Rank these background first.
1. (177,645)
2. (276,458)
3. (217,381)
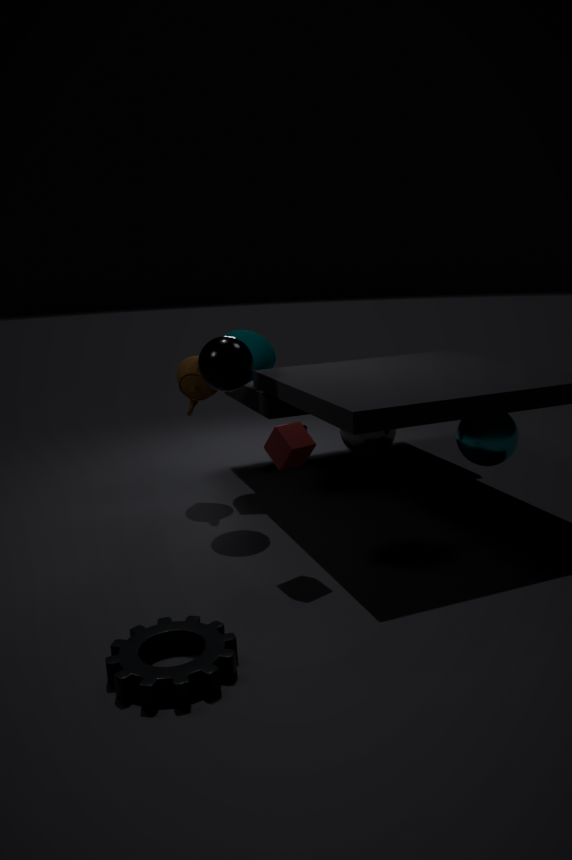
(217,381) < (276,458) < (177,645)
